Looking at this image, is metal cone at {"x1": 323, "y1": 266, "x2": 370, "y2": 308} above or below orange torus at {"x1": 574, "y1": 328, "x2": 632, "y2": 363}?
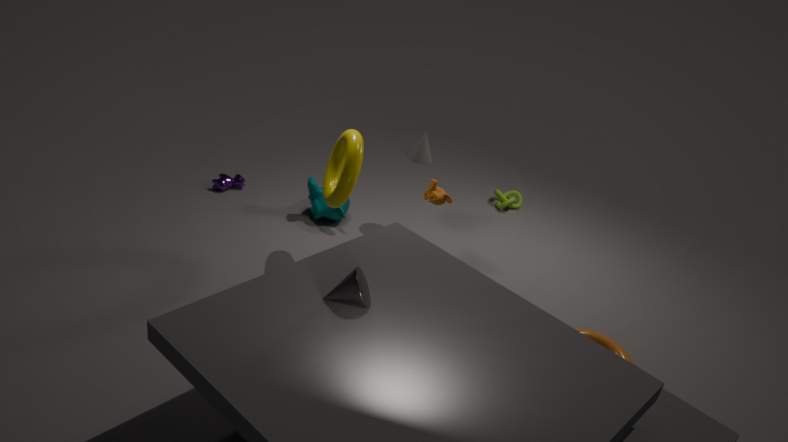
above
